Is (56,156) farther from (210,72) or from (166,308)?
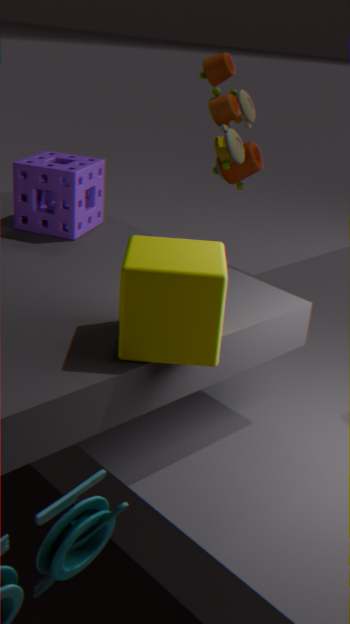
(210,72)
